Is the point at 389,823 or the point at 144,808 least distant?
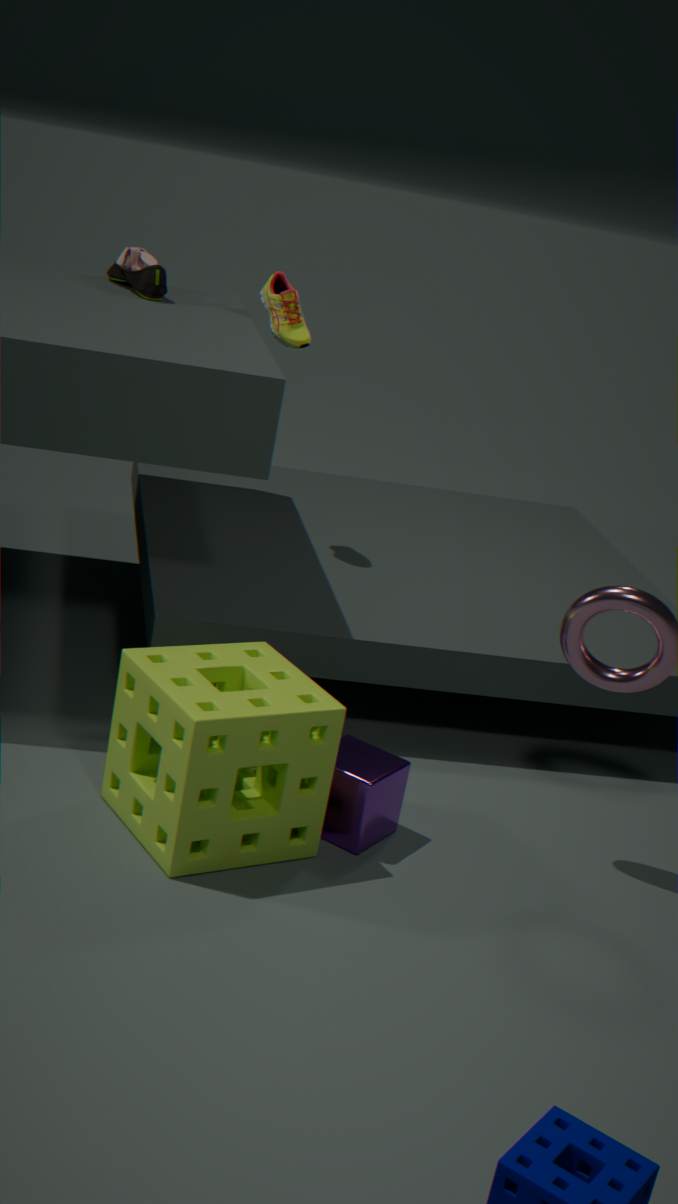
the point at 144,808
